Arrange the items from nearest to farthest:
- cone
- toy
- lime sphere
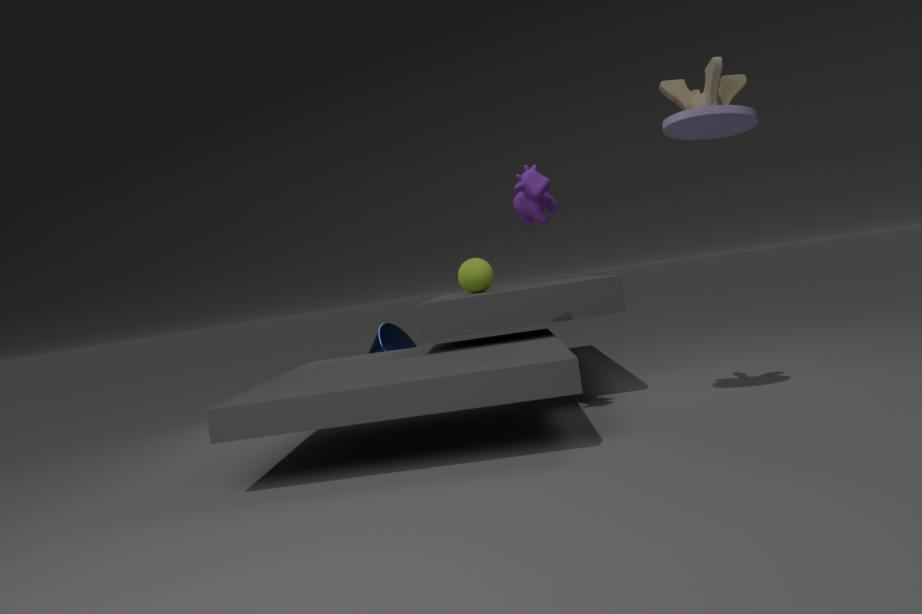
toy < lime sphere < cone
